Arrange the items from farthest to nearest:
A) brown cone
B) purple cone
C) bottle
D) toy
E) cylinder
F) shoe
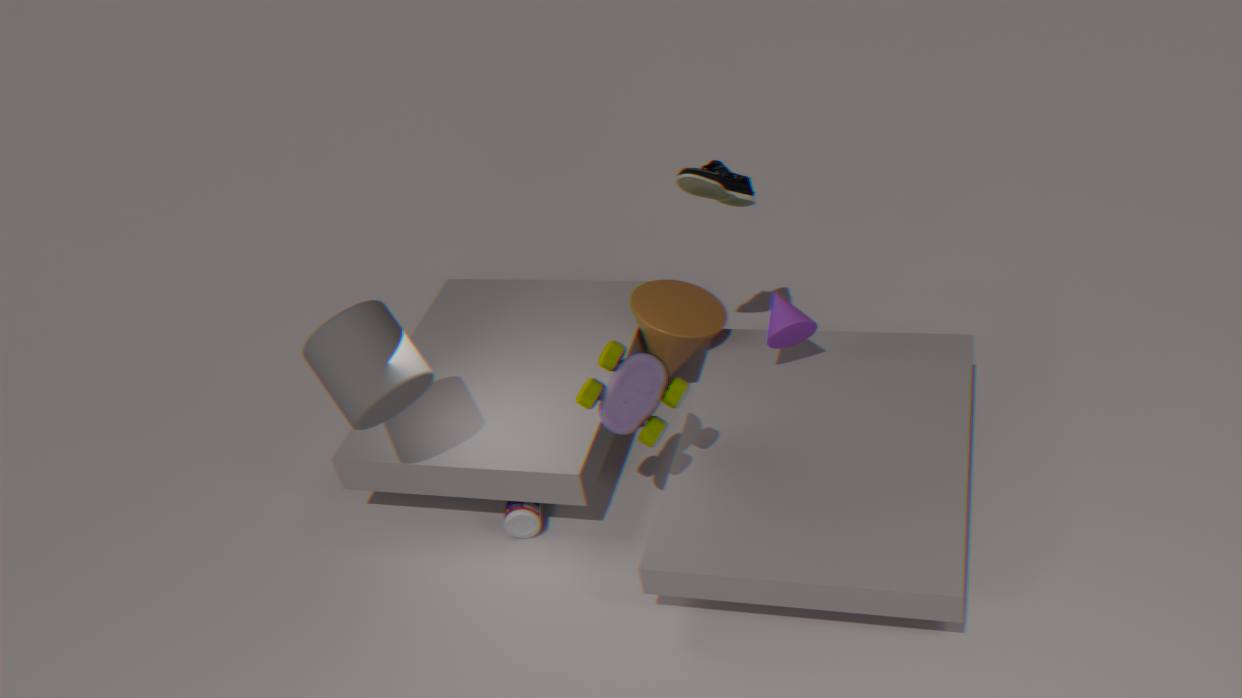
brown cone
shoe
purple cone
bottle
cylinder
toy
